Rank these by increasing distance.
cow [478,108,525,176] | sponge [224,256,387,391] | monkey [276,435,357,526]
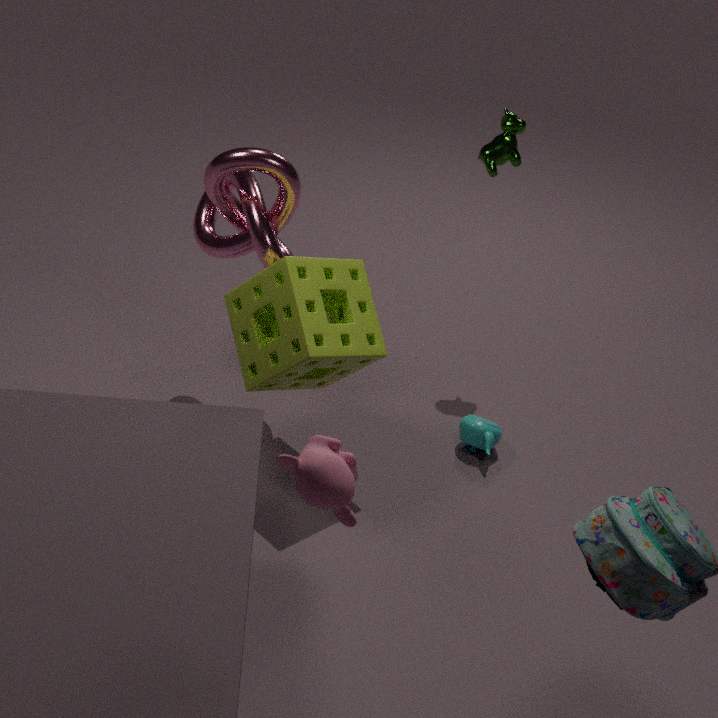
1. monkey [276,435,357,526]
2. sponge [224,256,387,391]
3. cow [478,108,525,176]
